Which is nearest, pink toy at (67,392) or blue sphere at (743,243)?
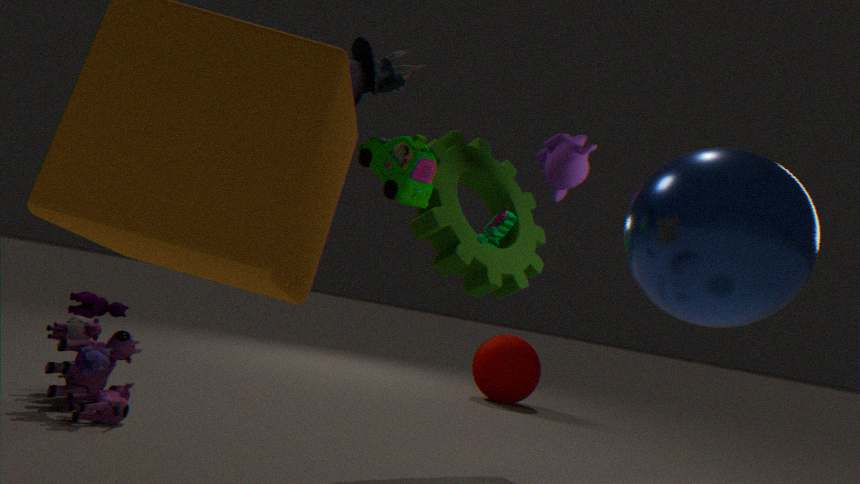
blue sphere at (743,243)
